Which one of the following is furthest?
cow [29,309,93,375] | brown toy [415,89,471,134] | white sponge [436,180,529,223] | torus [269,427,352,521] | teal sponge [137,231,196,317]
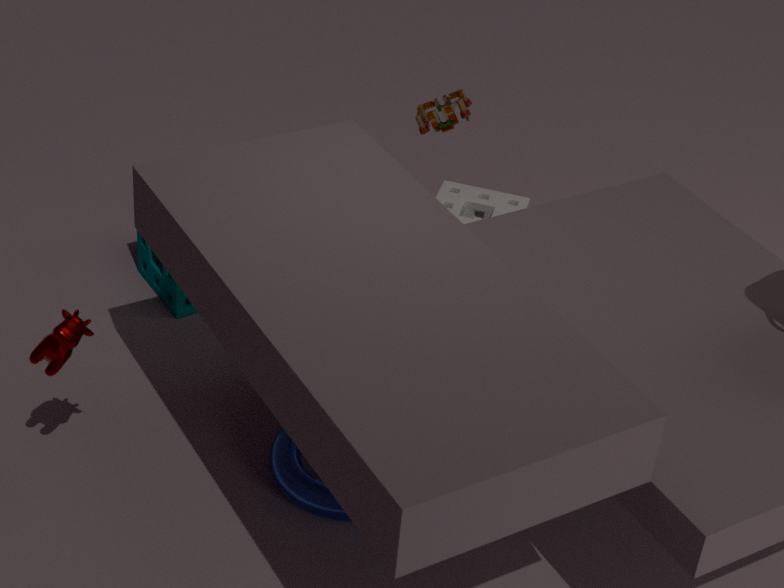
white sponge [436,180,529,223]
